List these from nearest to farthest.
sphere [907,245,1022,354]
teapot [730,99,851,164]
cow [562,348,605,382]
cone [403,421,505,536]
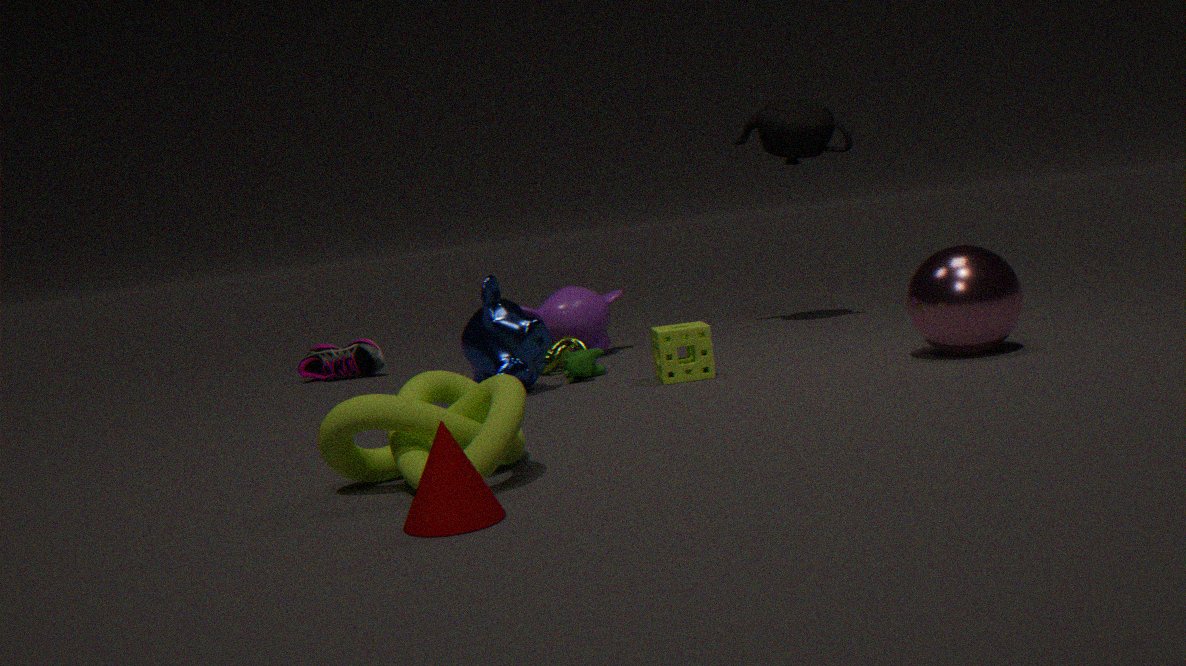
cone [403,421,505,536] → sphere [907,245,1022,354] → cow [562,348,605,382] → teapot [730,99,851,164]
